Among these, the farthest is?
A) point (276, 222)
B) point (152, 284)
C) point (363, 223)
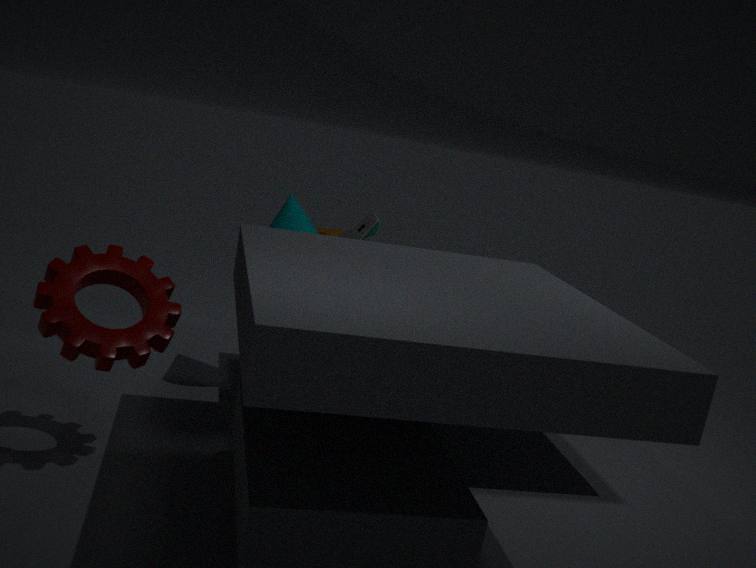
point (363, 223)
